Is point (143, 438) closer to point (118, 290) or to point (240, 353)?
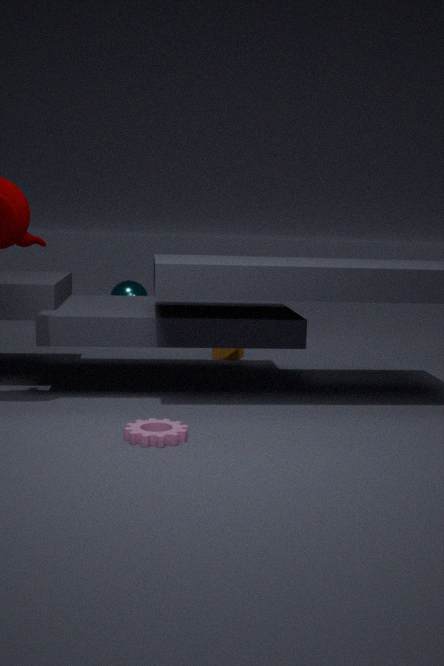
point (240, 353)
